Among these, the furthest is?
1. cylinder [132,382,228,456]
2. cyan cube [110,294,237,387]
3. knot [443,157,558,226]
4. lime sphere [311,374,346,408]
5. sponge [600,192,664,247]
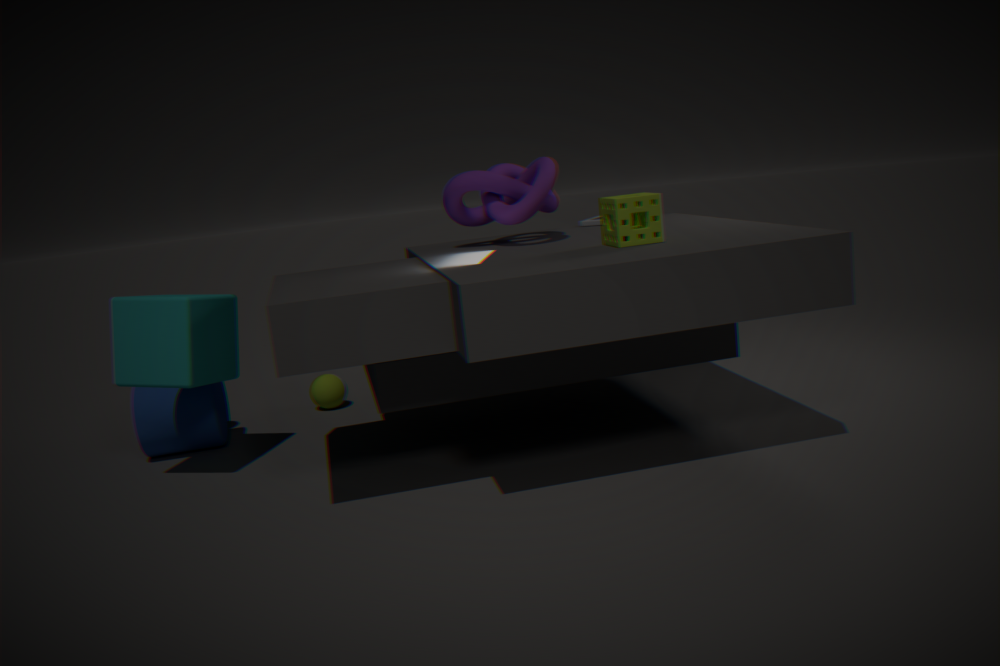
lime sphere [311,374,346,408]
